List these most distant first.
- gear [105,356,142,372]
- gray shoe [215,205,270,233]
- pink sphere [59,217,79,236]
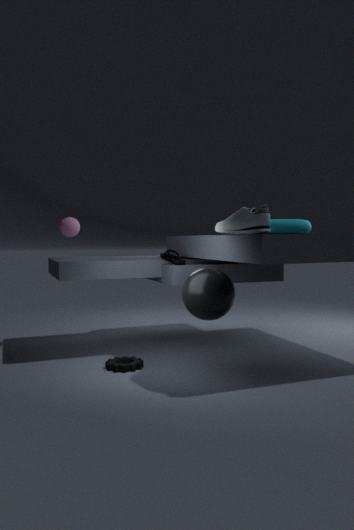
pink sphere [59,217,79,236] < gear [105,356,142,372] < gray shoe [215,205,270,233]
